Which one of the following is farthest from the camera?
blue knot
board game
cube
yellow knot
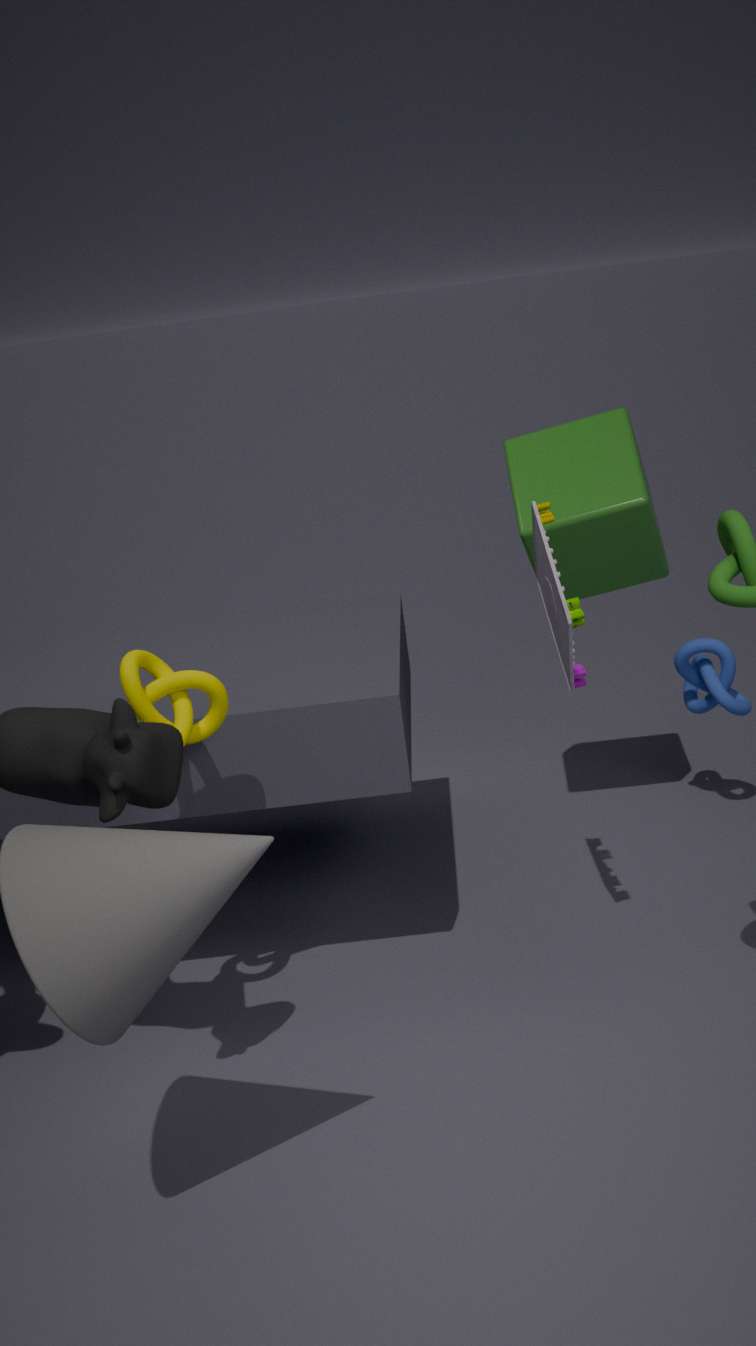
blue knot
